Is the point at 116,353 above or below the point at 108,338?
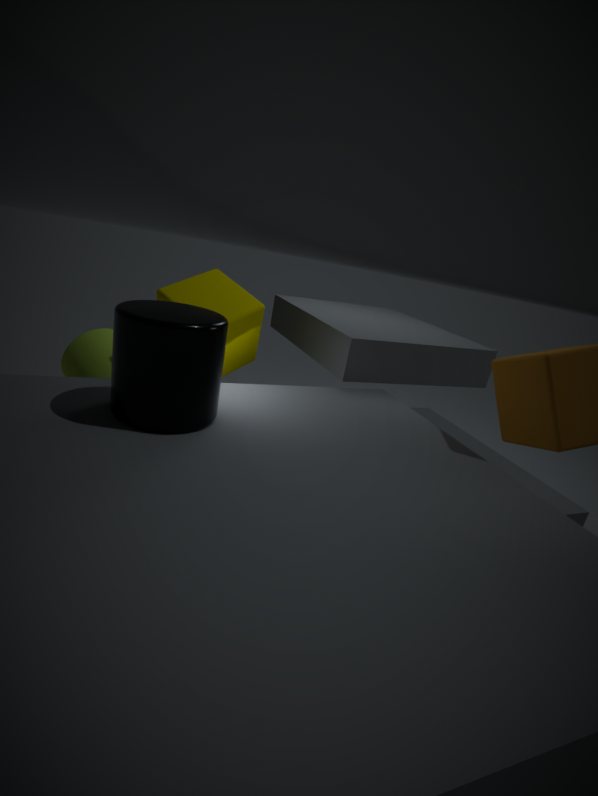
above
